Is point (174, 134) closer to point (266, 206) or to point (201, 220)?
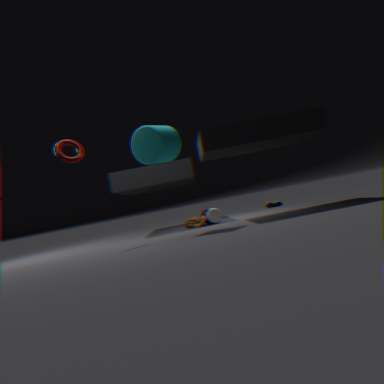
point (201, 220)
